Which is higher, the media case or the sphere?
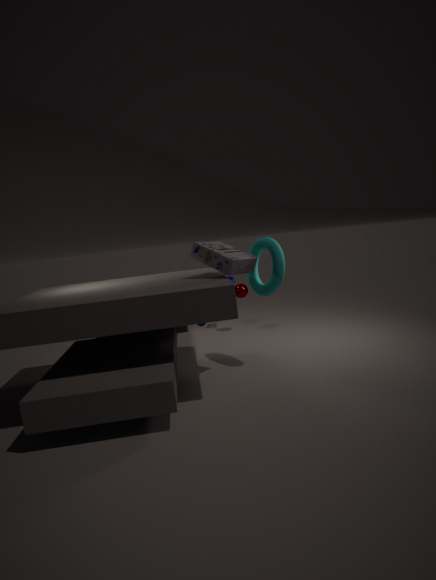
the media case
